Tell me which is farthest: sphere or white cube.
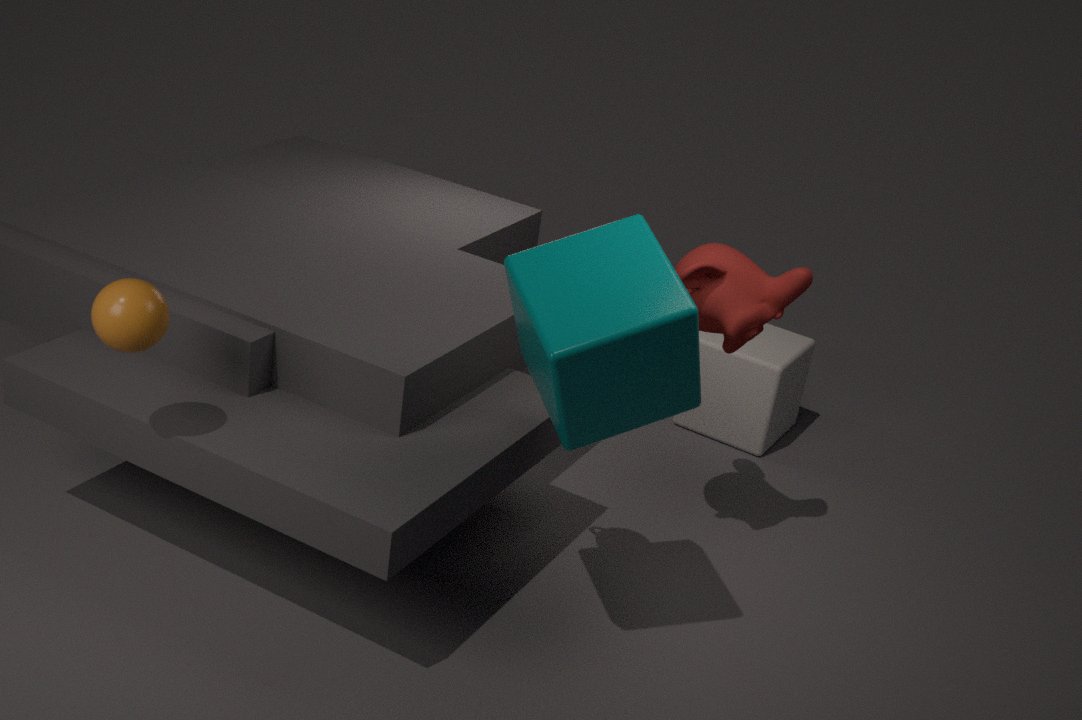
white cube
